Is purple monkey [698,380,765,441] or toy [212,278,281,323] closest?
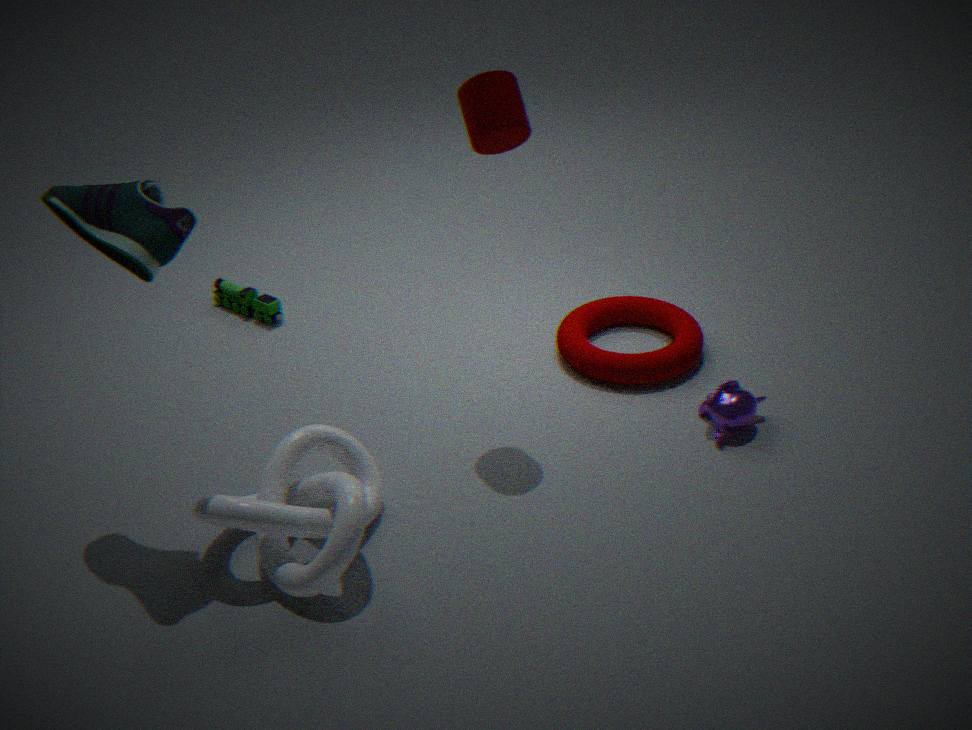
purple monkey [698,380,765,441]
